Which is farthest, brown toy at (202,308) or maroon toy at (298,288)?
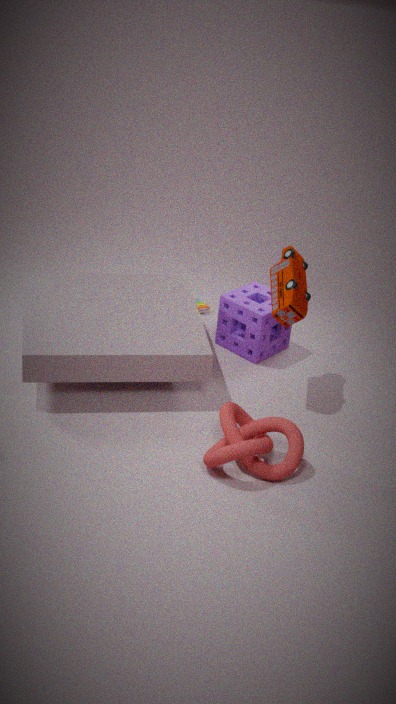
brown toy at (202,308)
